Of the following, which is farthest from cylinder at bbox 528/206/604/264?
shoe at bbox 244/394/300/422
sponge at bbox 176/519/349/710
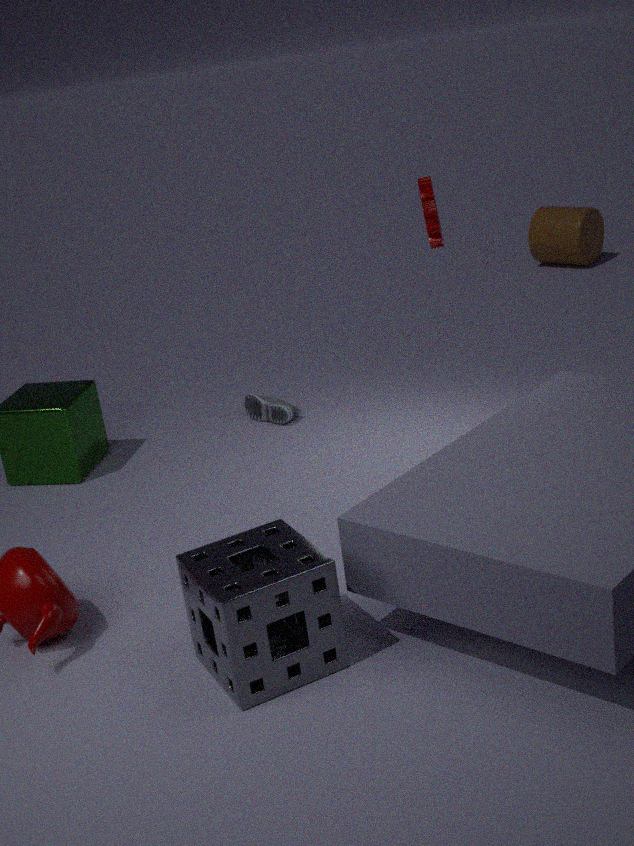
sponge at bbox 176/519/349/710
